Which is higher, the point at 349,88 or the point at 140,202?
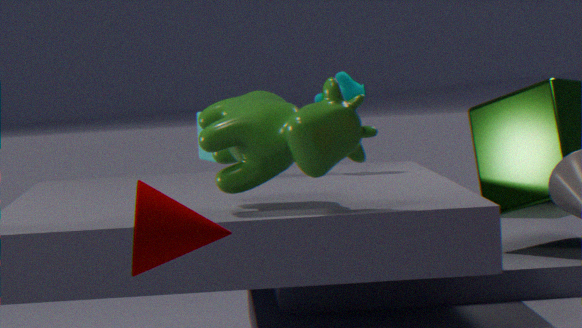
the point at 349,88
